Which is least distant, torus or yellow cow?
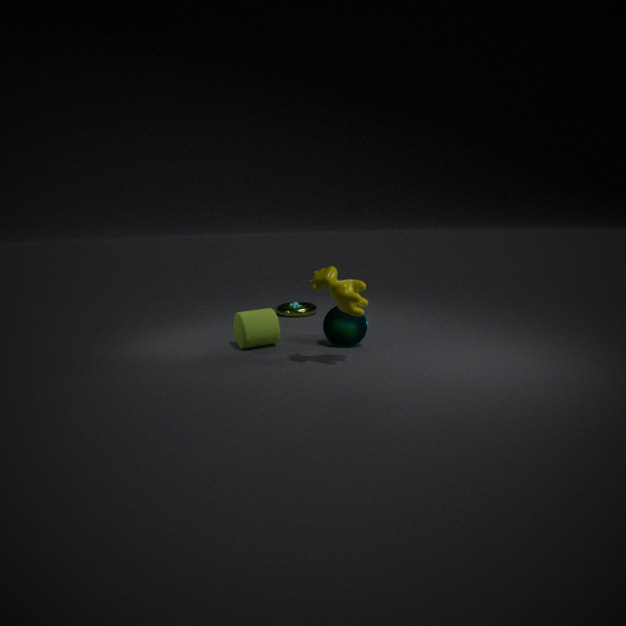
yellow cow
